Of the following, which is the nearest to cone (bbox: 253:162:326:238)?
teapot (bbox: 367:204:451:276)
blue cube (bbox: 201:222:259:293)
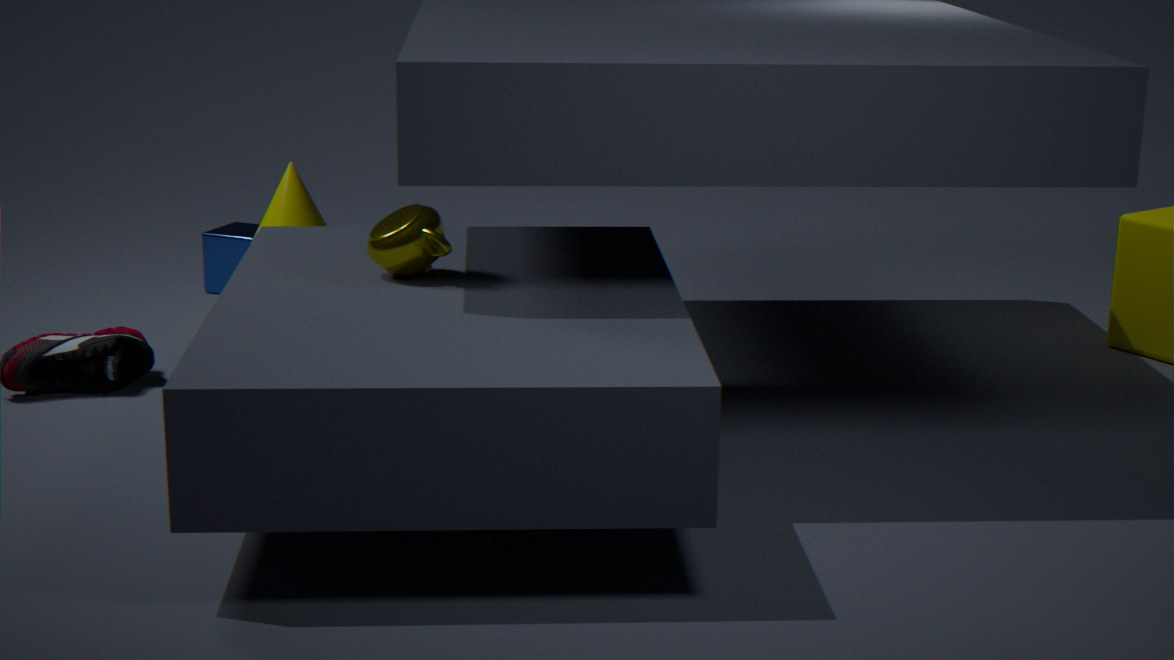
blue cube (bbox: 201:222:259:293)
